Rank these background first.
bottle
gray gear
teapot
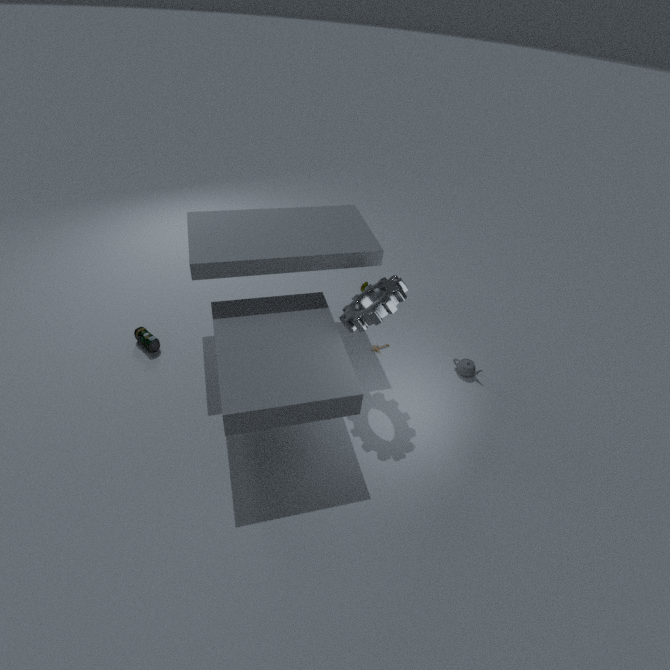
1. teapot
2. bottle
3. gray gear
